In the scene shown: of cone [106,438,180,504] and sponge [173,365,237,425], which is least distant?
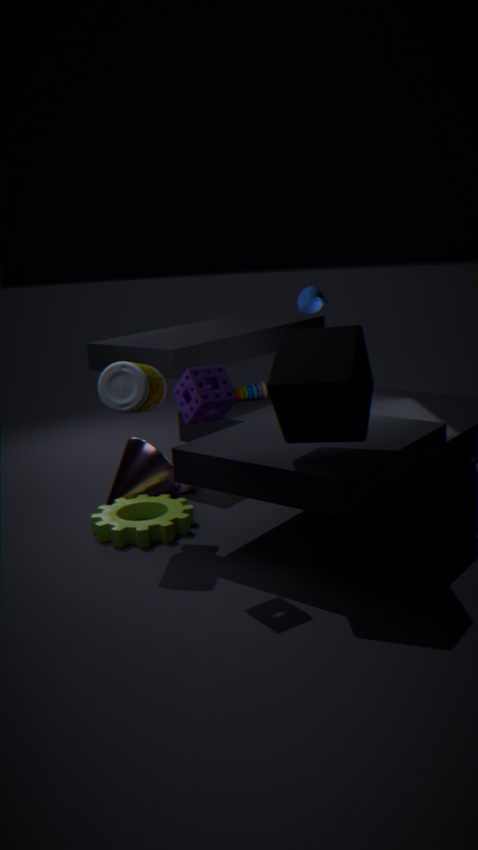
sponge [173,365,237,425]
